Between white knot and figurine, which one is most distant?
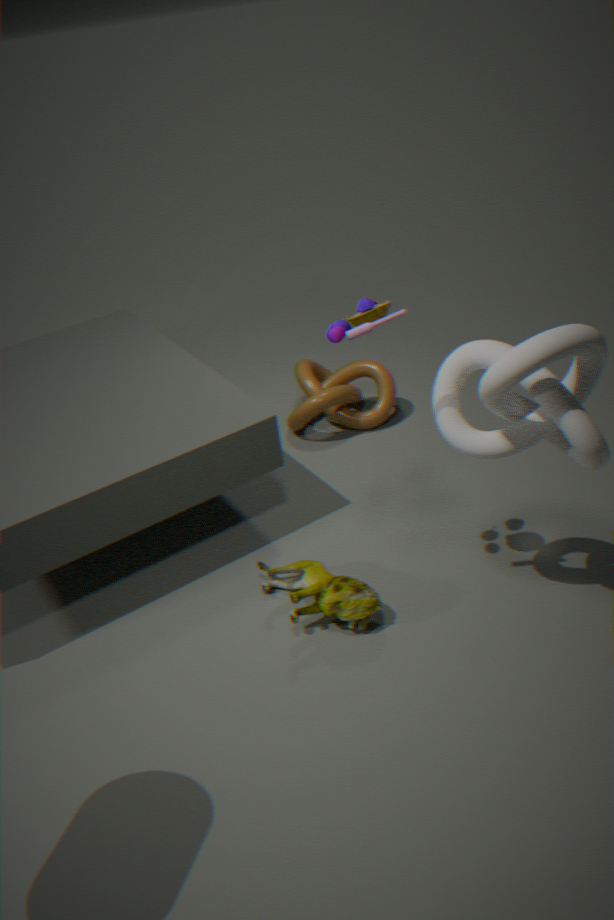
figurine
